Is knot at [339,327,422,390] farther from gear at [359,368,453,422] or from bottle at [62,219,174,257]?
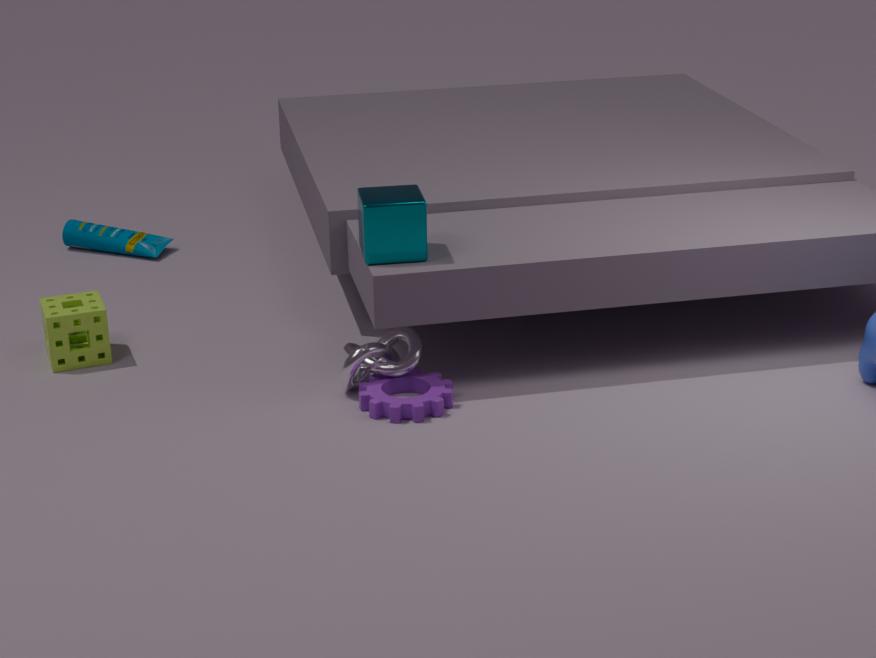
bottle at [62,219,174,257]
